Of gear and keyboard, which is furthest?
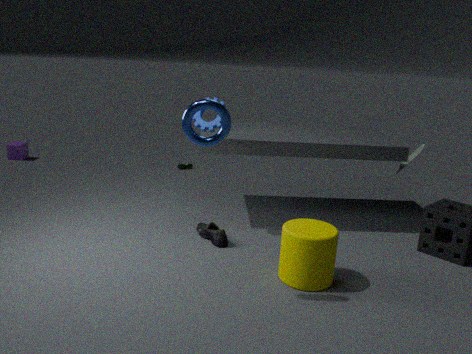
keyboard
